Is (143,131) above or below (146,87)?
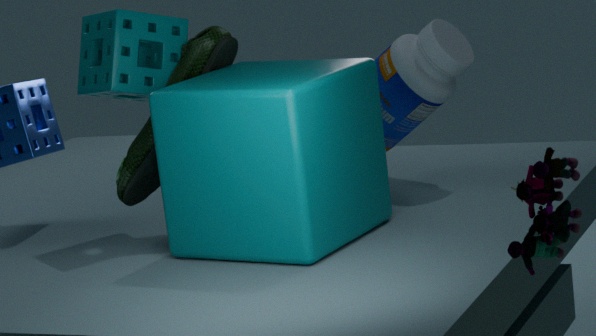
below
